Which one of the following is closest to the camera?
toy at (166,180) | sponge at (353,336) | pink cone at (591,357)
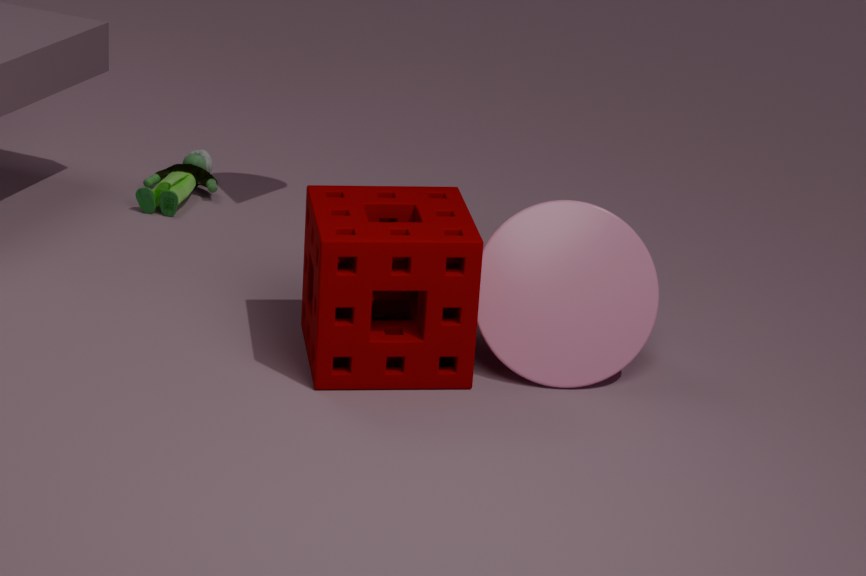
sponge at (353,336)
